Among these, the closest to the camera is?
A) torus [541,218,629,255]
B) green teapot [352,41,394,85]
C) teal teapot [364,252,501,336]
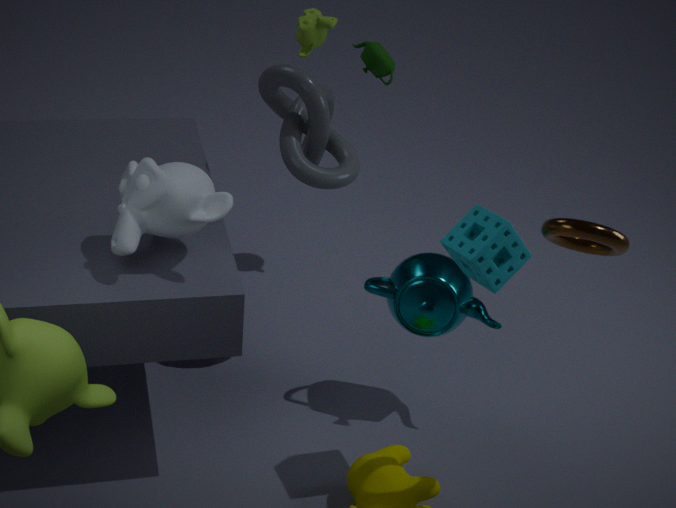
torus [541,218,629,255]
